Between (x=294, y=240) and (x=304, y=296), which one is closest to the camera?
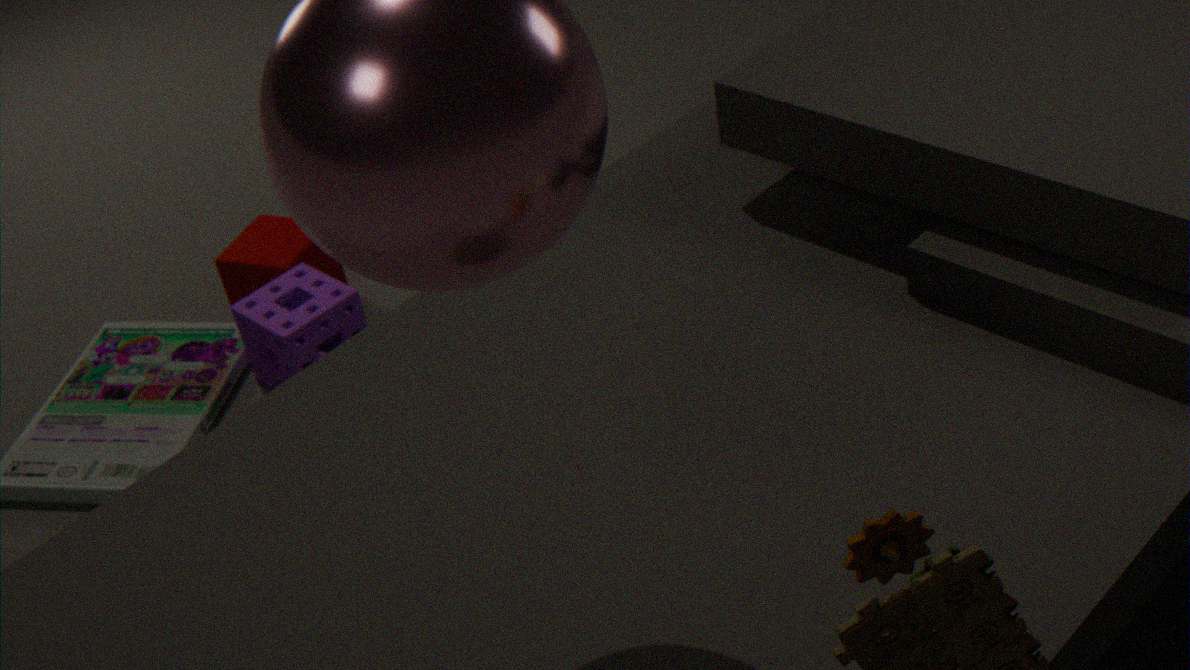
(x=304, y=296)
